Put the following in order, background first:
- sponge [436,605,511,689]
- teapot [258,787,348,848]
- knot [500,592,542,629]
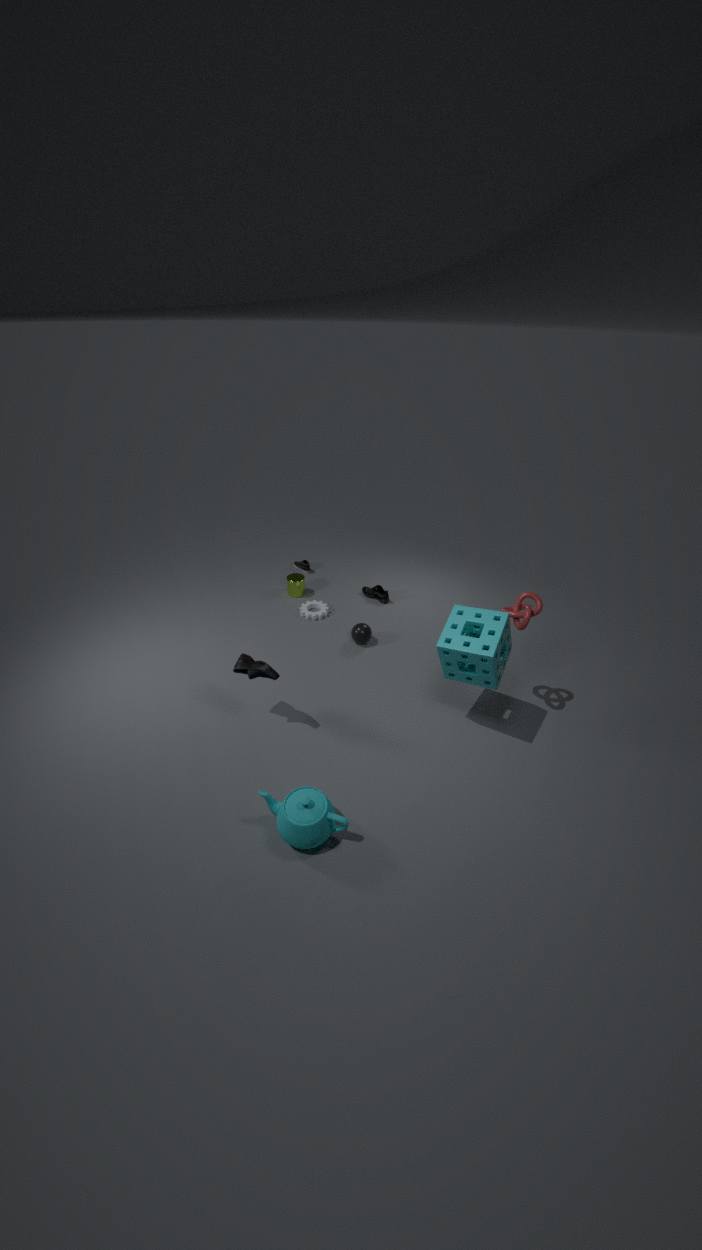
knot [500,592,542,629], sponge [436,605,511,689], teapot [258,787,348,848]
